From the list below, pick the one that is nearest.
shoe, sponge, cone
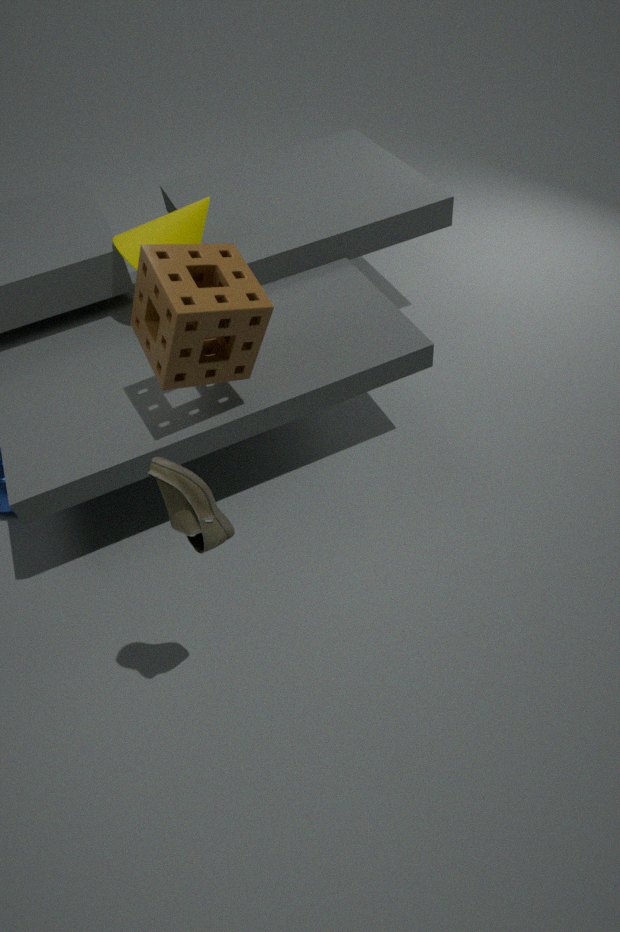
shoe
